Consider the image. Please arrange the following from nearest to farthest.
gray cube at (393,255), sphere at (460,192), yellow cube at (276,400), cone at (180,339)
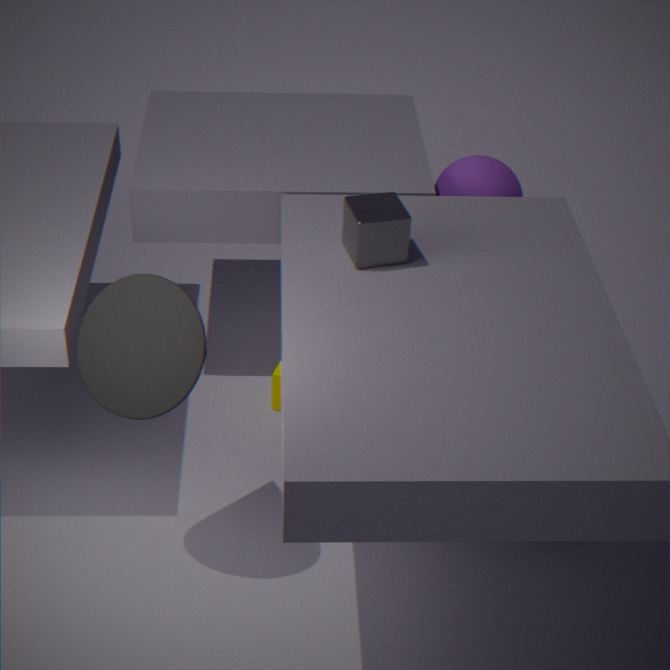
cone at (180,339) → gray cube at (393,255) → yellow cube at (276,400) → sphere at (460,192)
